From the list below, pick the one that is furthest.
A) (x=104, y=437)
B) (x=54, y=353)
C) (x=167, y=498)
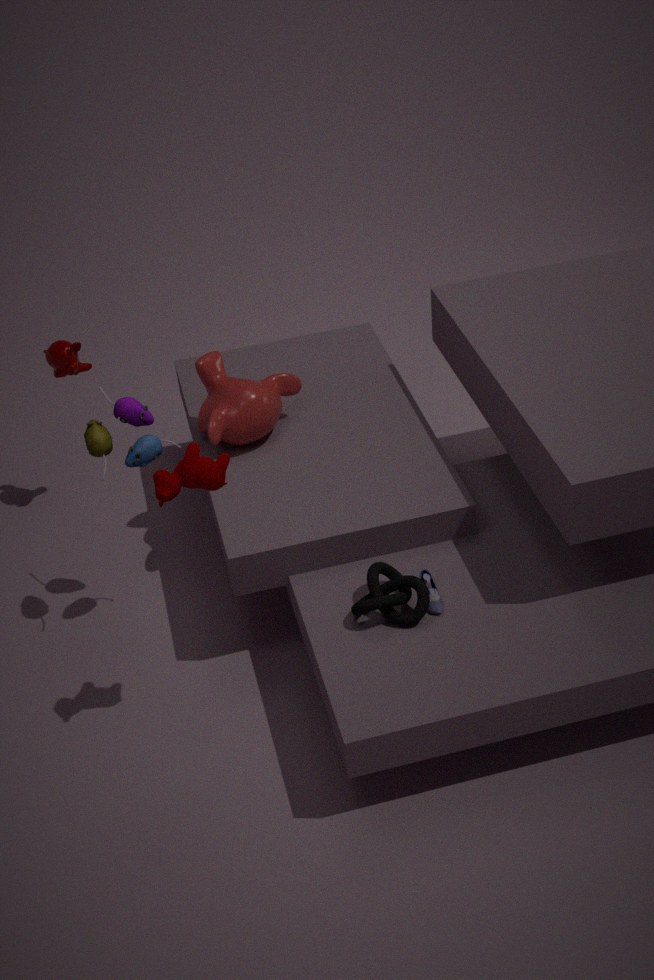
(x=54, y=353)
